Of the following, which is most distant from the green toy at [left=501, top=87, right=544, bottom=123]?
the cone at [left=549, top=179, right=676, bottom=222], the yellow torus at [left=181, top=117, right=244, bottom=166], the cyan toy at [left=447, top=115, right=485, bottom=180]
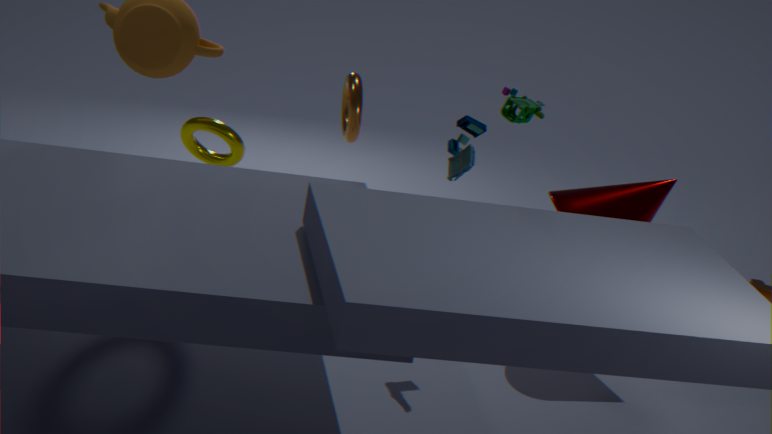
the yellow torus at [left=181, top=117, right=244, bottom=166]
